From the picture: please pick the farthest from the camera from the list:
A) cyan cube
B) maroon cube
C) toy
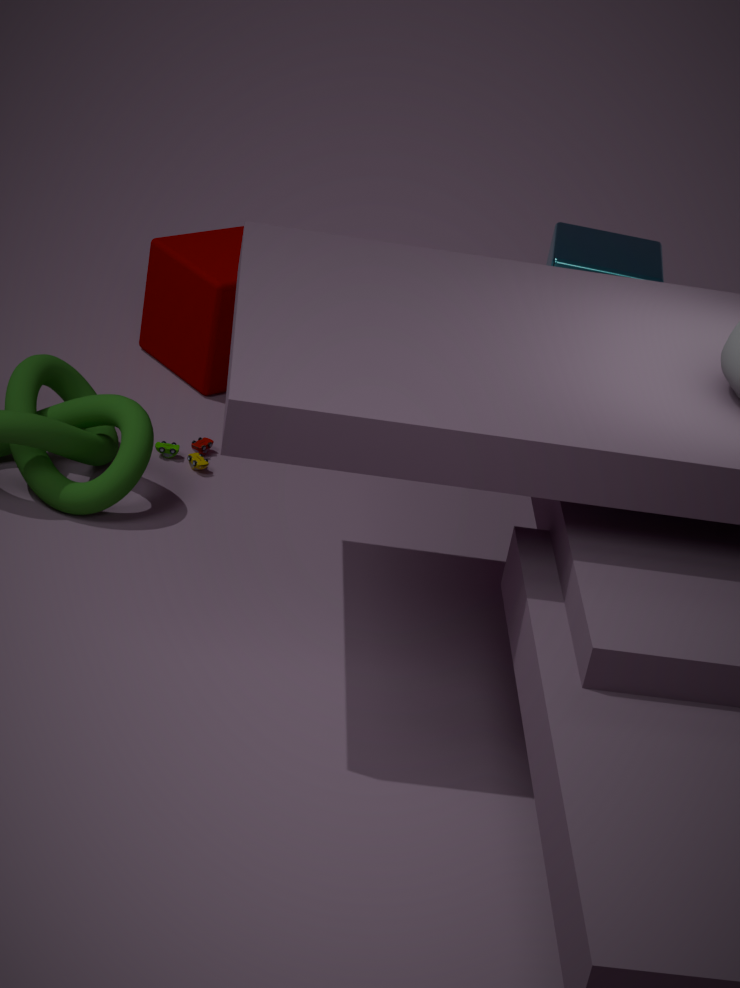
cyan cube
